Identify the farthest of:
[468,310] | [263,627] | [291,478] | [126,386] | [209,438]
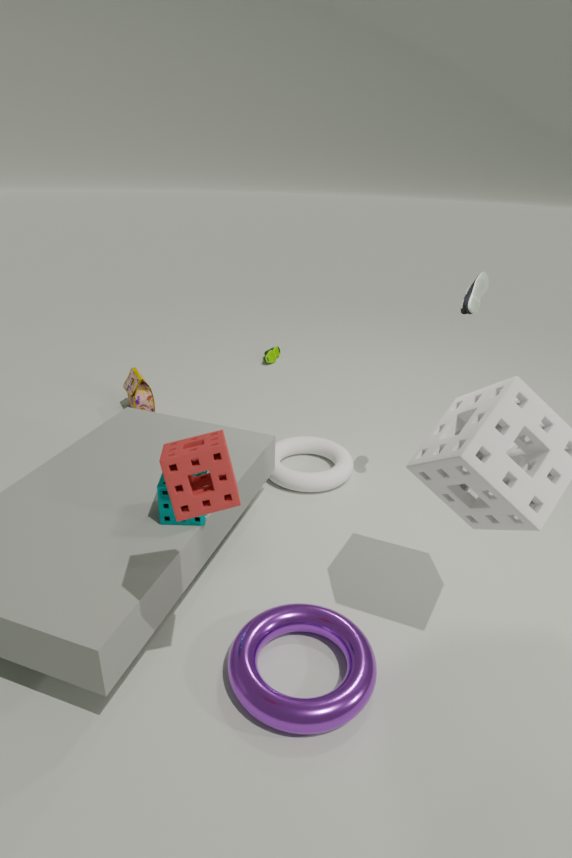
[126,386]
